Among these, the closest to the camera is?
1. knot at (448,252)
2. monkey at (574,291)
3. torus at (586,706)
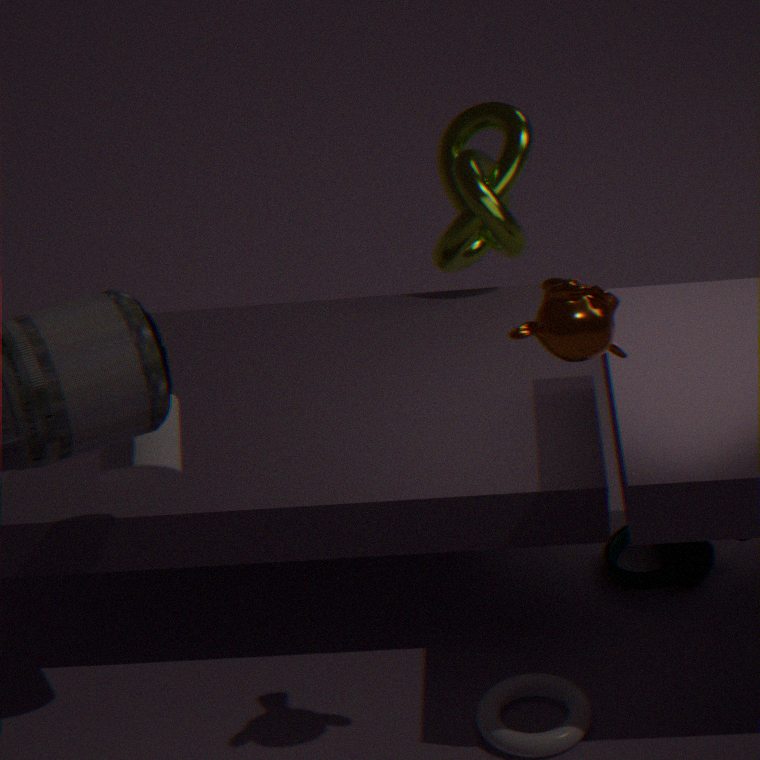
monkey at (574,291)
